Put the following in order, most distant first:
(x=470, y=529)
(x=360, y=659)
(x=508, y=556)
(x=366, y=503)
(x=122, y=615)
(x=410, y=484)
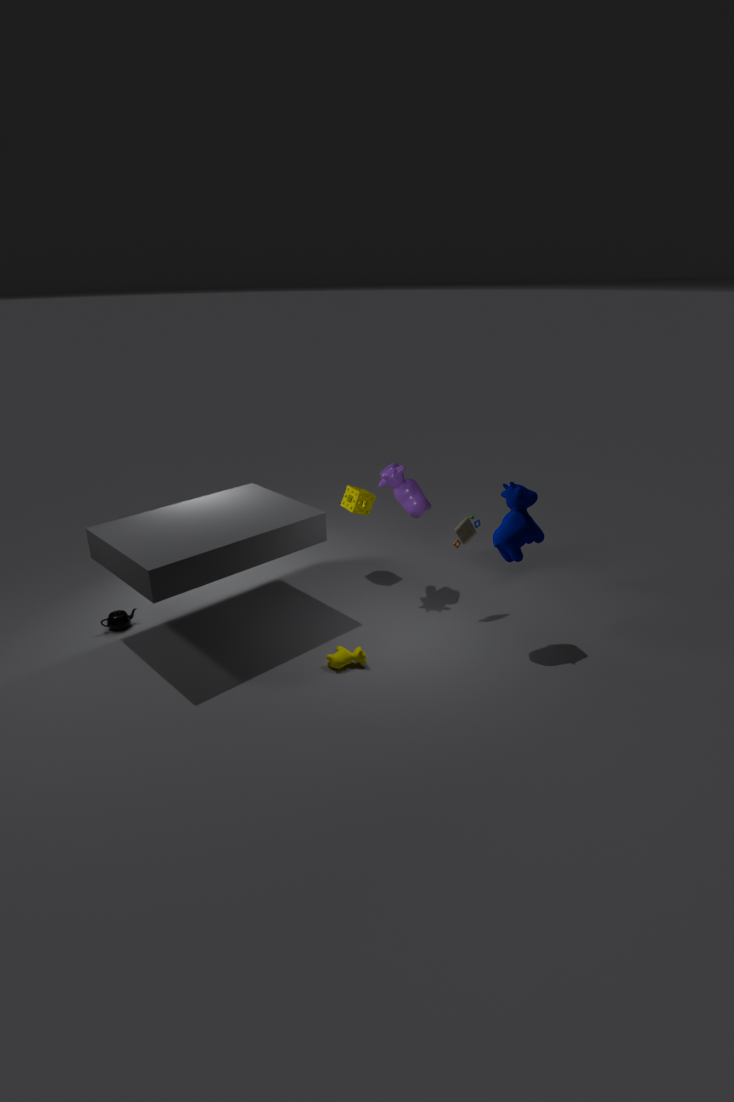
(x=366, y=503), (x=410, y=484), (x=470, y=529), (x=122, y=615), (x=508, y=556), (x=360, y=659)
